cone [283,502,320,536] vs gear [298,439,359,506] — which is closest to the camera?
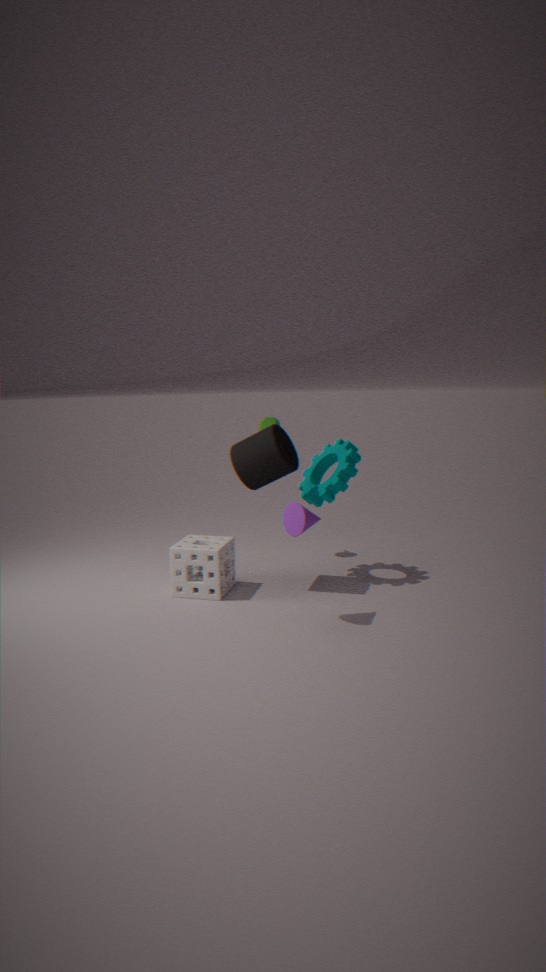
cone [283,502,320,536]
